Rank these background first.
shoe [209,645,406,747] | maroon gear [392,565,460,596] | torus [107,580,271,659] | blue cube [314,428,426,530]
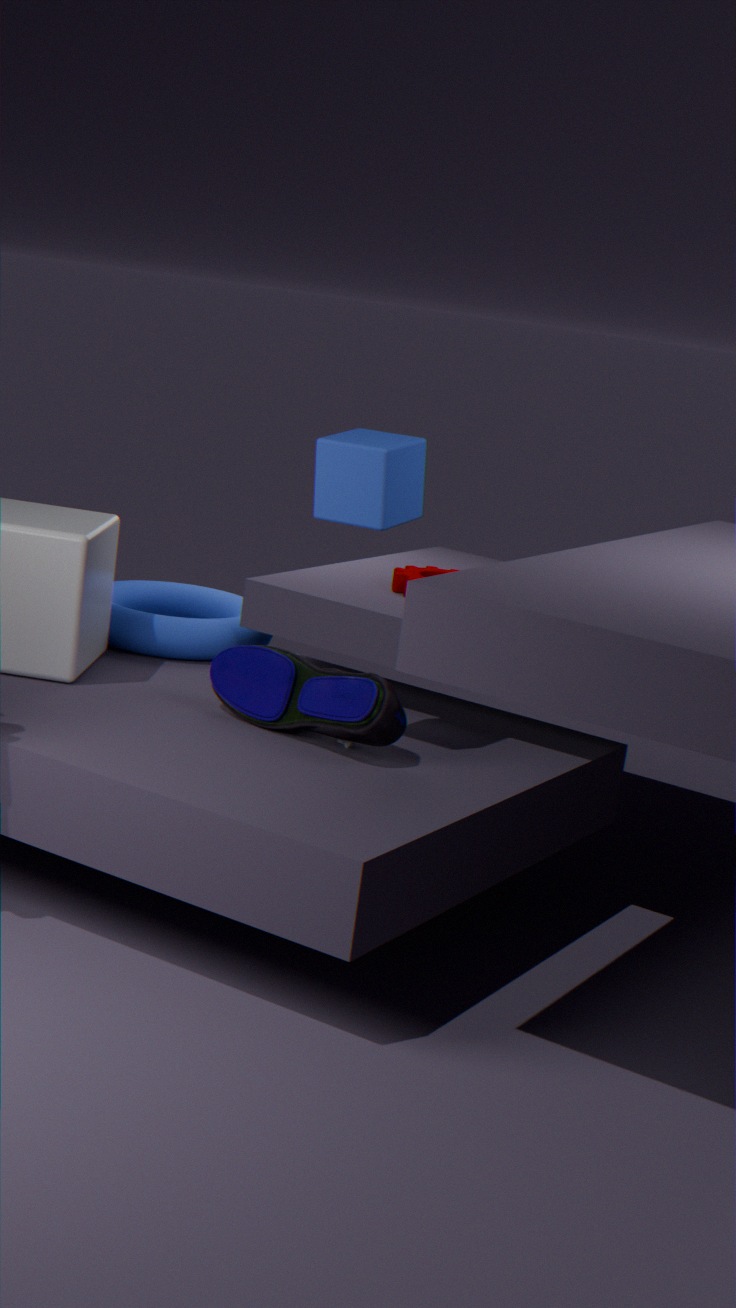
maroon gear [392,565,460,596] < torus [107,580,271,659] < shoe [209,645,406,747] < blue cube [314,428,426,530]
